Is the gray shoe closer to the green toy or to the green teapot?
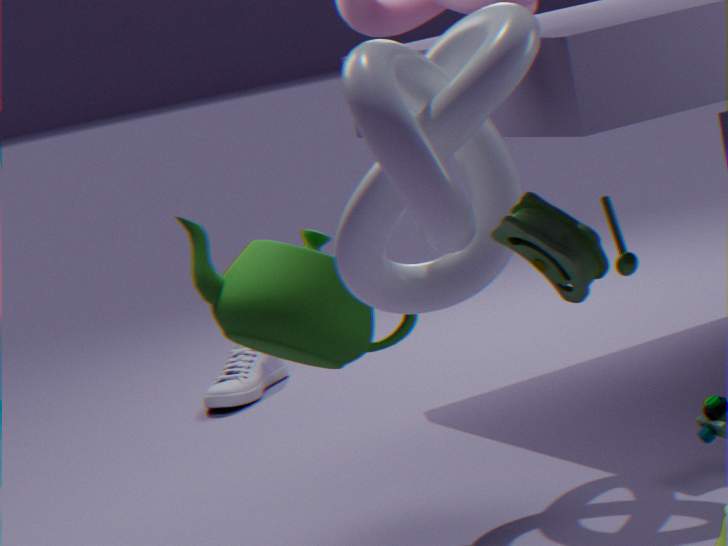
the green teapot
